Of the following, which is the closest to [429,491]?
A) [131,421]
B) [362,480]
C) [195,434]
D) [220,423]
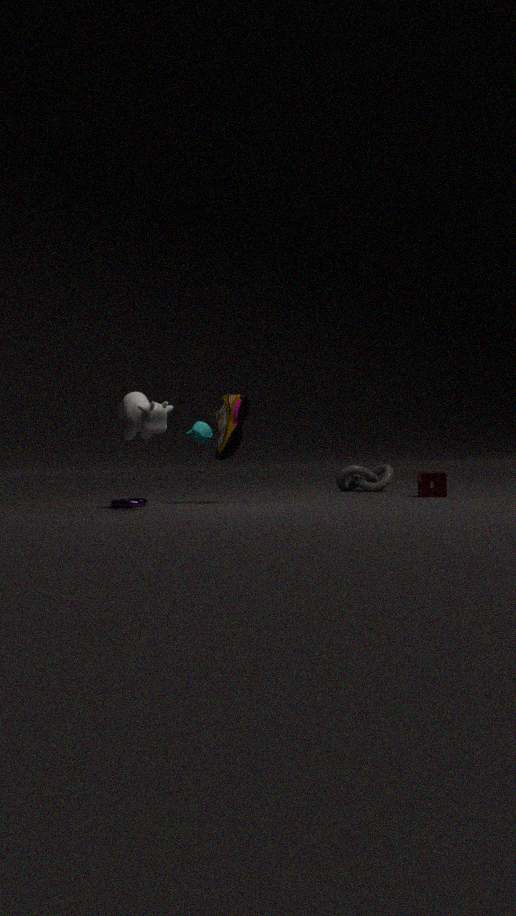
[362,480]
